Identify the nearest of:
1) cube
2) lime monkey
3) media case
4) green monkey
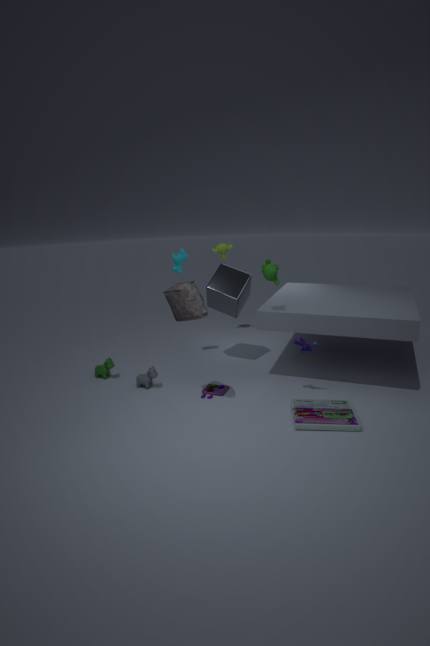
3. media case
